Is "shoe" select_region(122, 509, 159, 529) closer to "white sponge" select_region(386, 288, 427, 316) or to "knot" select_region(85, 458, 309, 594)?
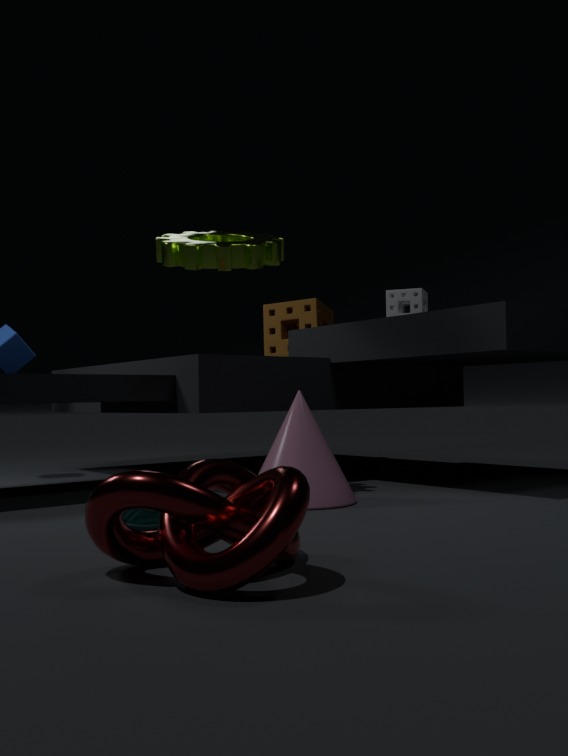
"knot" select_region(85, 458, 309, 594)
